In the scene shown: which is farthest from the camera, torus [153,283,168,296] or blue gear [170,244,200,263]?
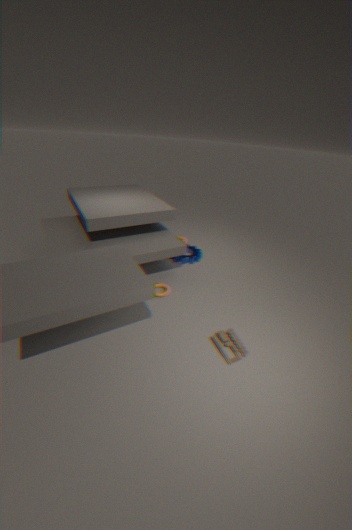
blue gear [170,244,200,263]
